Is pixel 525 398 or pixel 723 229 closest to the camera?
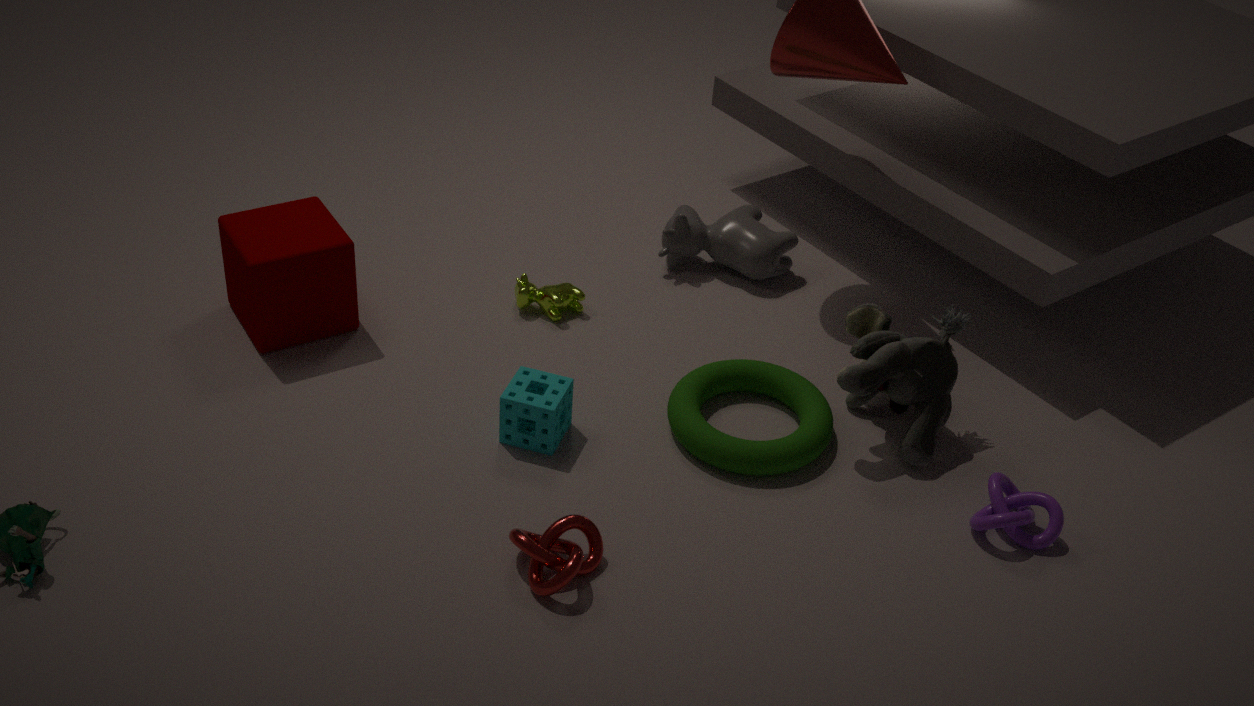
pixel 525 398
